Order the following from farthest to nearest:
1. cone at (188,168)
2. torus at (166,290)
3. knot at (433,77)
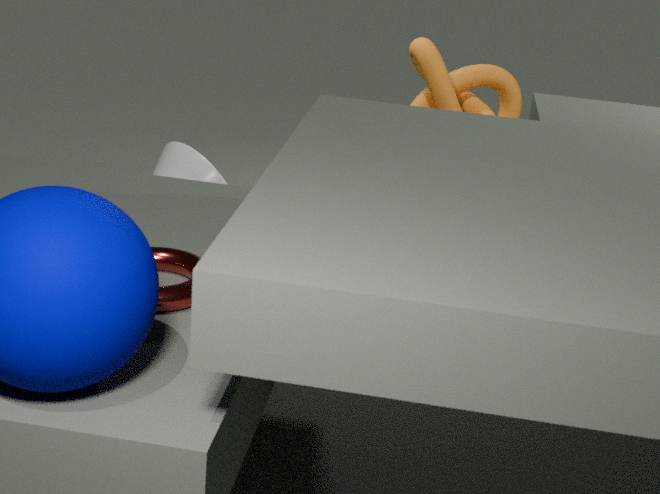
cone at (188,168) → knot at (433,77) → torus at (166,290)
